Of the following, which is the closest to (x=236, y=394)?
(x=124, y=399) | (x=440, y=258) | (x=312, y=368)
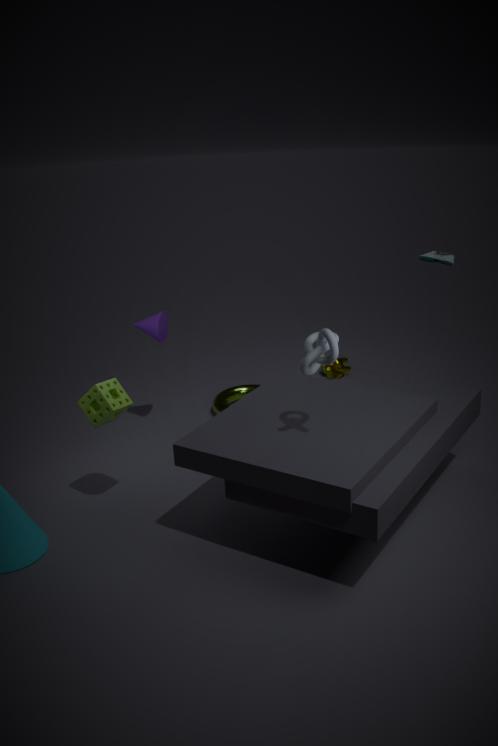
(x=124, y=399)
